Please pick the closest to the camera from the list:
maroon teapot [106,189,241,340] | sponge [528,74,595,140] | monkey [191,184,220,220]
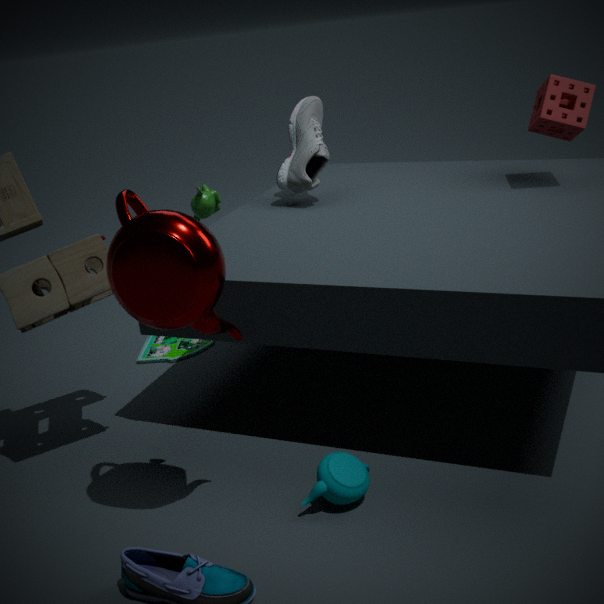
maroon teapot [106,189,241,340]
